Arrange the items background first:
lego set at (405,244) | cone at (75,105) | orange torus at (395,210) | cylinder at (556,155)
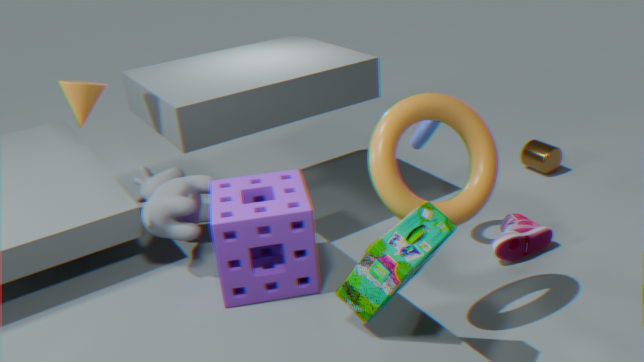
cylinder at (556,155)
cone at (75,105)
orange torus at (395,210)
lego set at (405,244)
